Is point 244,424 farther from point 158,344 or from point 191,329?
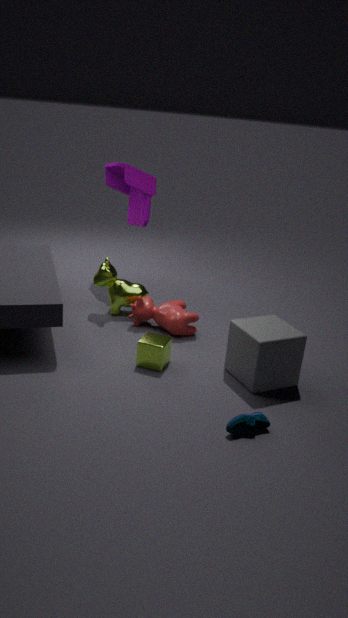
point 191,329
